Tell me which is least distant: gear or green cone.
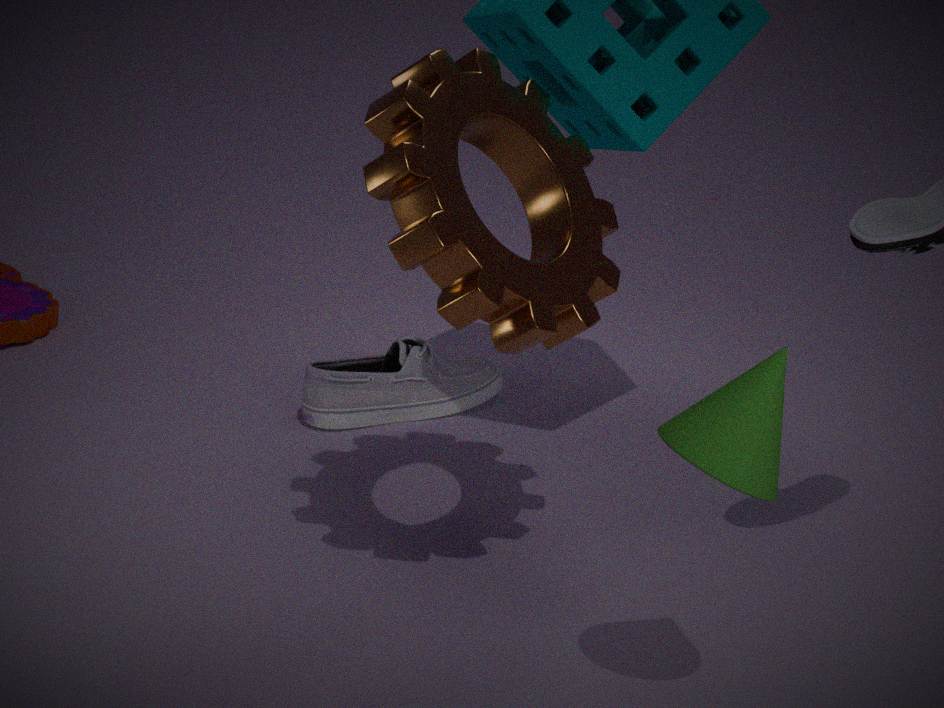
green cone
